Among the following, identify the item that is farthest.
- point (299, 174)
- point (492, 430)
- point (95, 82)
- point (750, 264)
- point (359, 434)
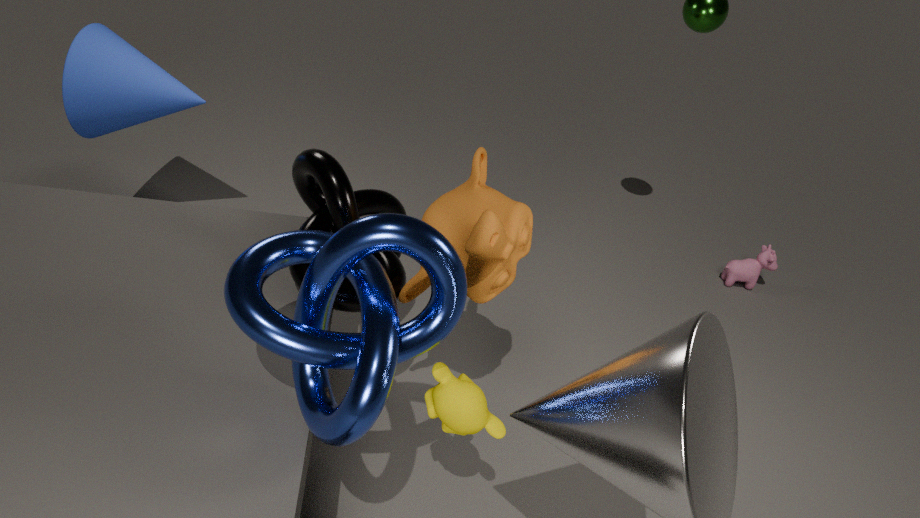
point (750, 264)
